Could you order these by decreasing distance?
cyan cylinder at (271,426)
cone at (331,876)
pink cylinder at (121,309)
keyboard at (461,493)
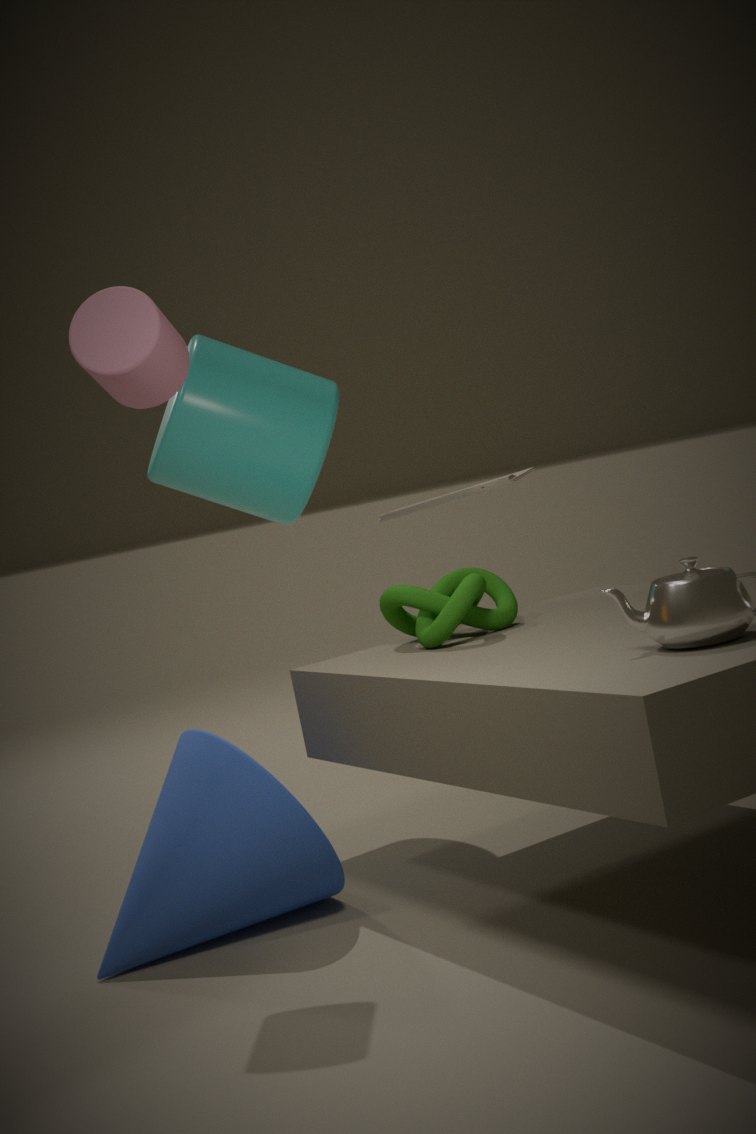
keyboard at (461,493), cyan cylinder at (271,426), pink cylinder at (121,309), cone at (331,876)
